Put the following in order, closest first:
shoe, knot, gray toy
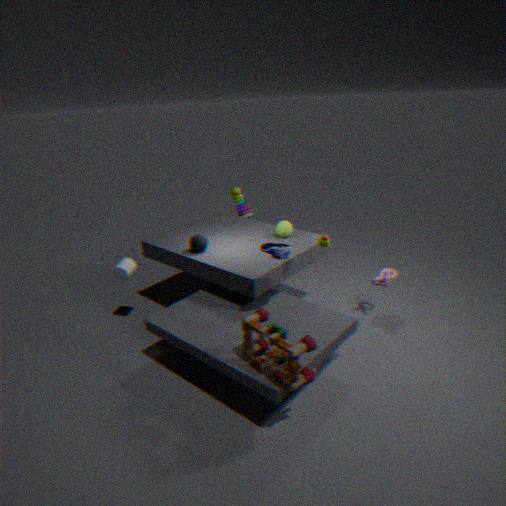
shoe
knot
gray toy
